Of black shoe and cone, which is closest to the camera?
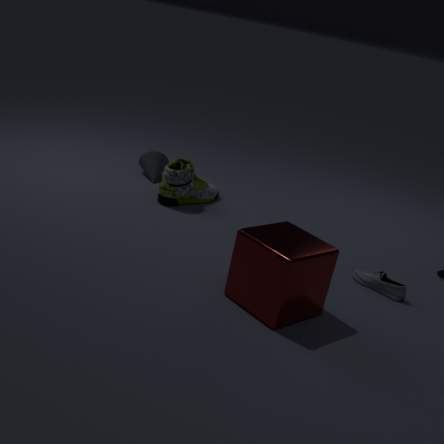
black shoe
